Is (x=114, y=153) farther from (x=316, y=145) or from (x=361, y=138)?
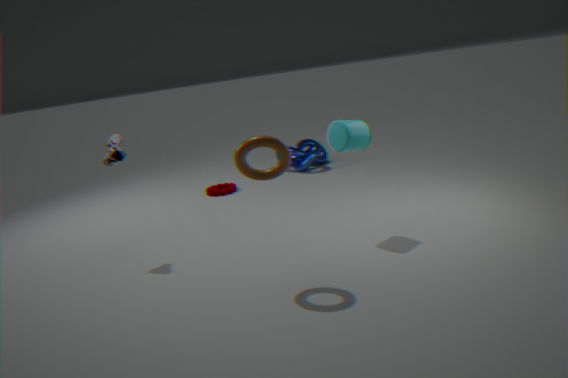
(x=316, y=145)
